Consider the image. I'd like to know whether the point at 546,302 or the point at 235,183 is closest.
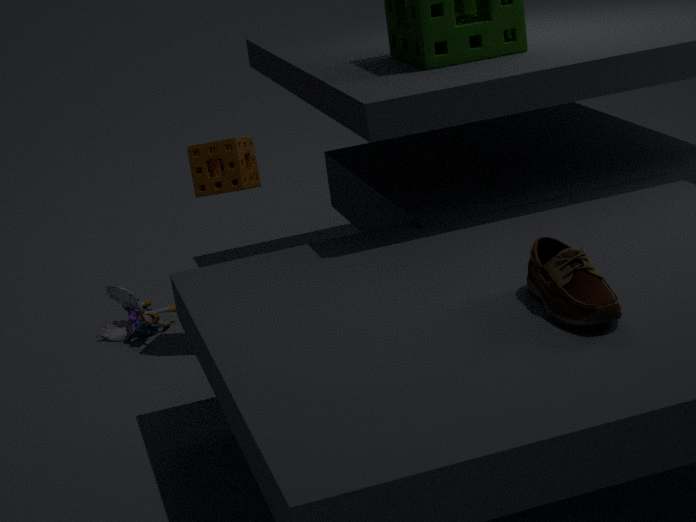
the point at 546,302
